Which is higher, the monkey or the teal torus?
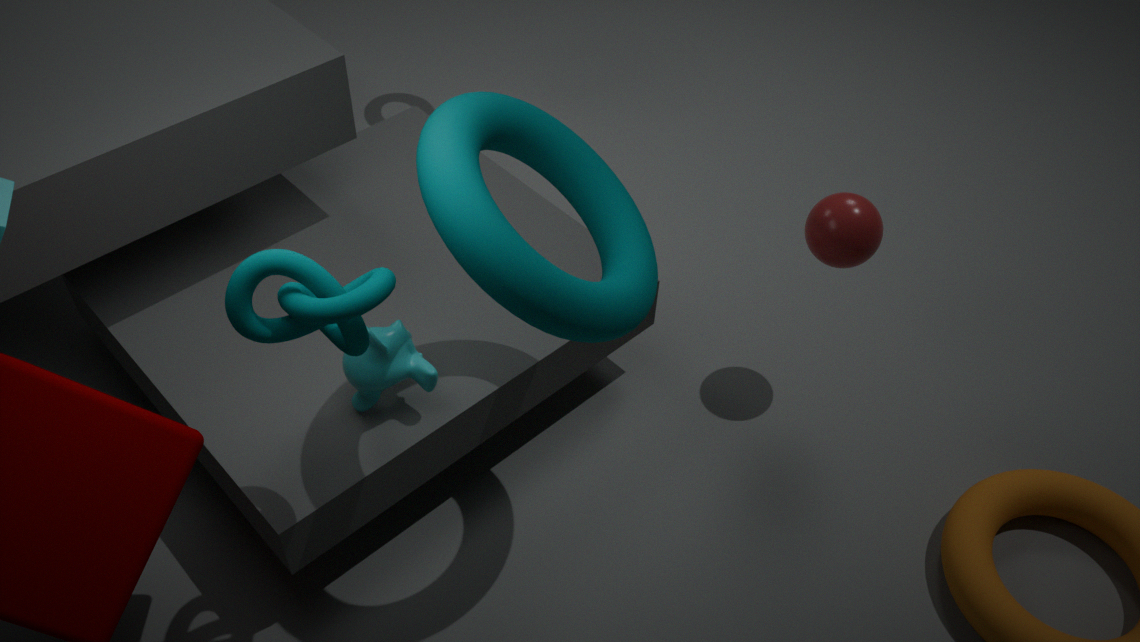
the teal torus
